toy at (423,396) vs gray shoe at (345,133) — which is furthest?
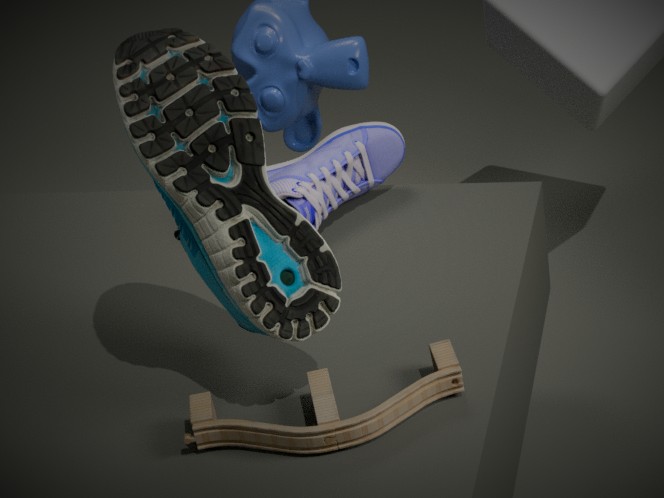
gray shoe at (345,133)
